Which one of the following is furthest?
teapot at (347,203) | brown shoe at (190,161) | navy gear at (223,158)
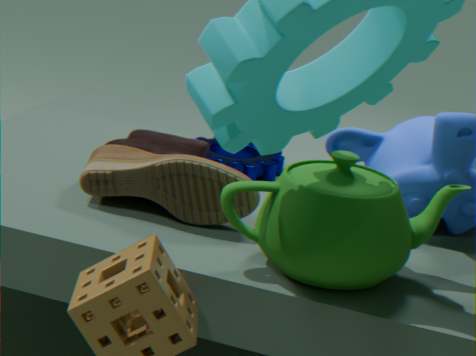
navy gear at (223,158)
